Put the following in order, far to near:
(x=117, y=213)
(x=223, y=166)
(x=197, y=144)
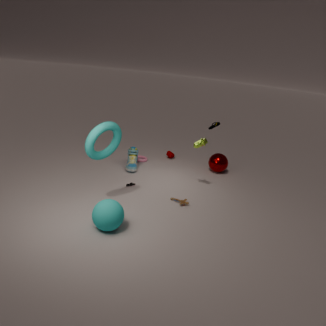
(x=223, y=166)
(x=197, y=144)
(x=117, y=213)
